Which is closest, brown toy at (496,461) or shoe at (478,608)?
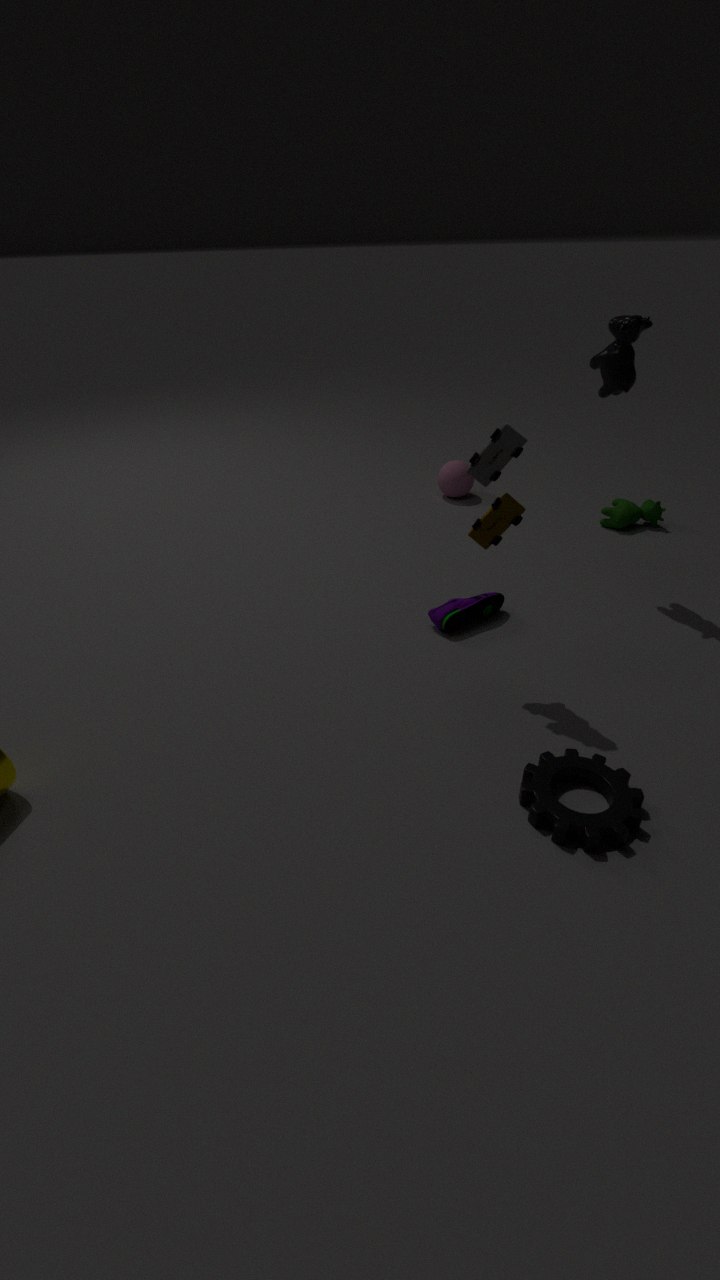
brown toy at (496,461)
